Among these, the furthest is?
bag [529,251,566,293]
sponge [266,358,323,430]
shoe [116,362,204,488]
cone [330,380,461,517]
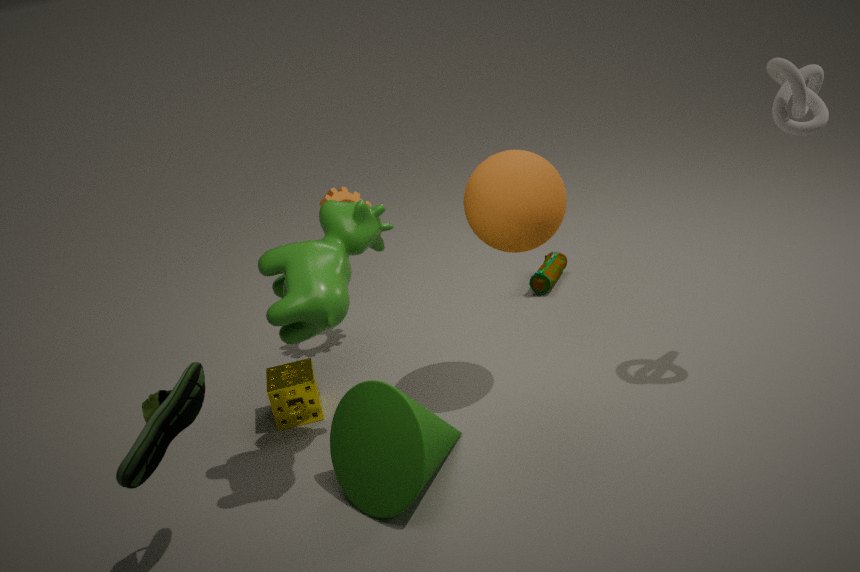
bag [529,251,566,293]
